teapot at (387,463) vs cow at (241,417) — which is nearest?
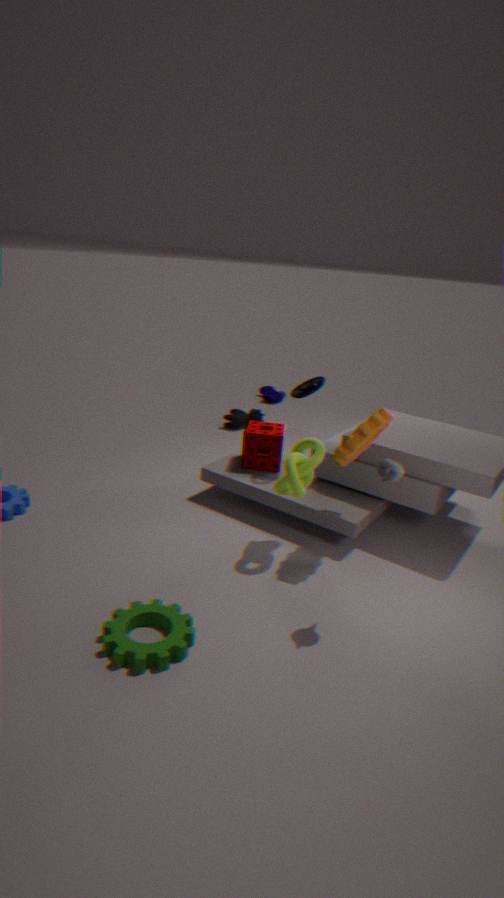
teapot at (387,463)
